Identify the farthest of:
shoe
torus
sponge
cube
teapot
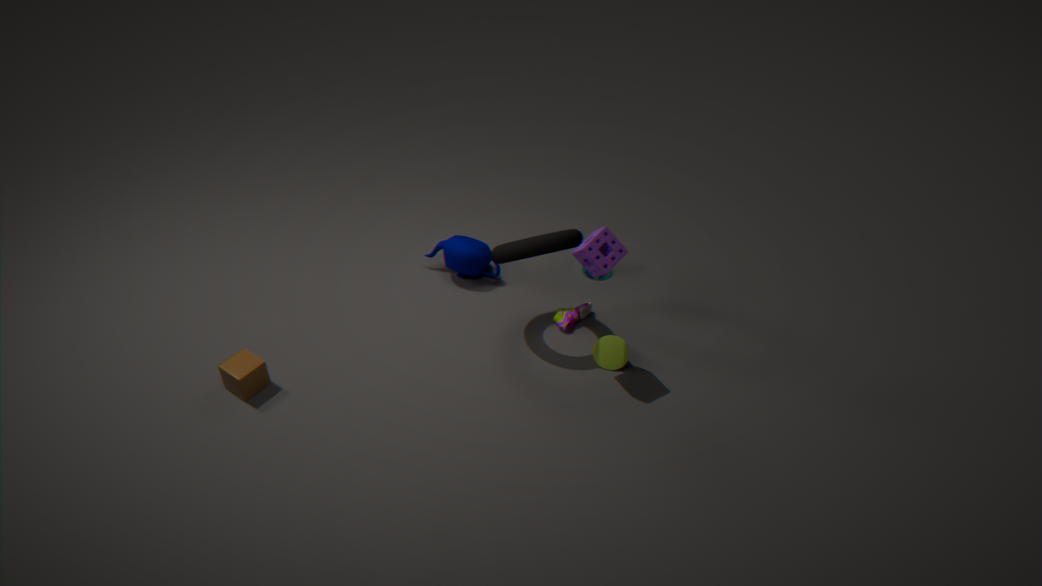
teapot
